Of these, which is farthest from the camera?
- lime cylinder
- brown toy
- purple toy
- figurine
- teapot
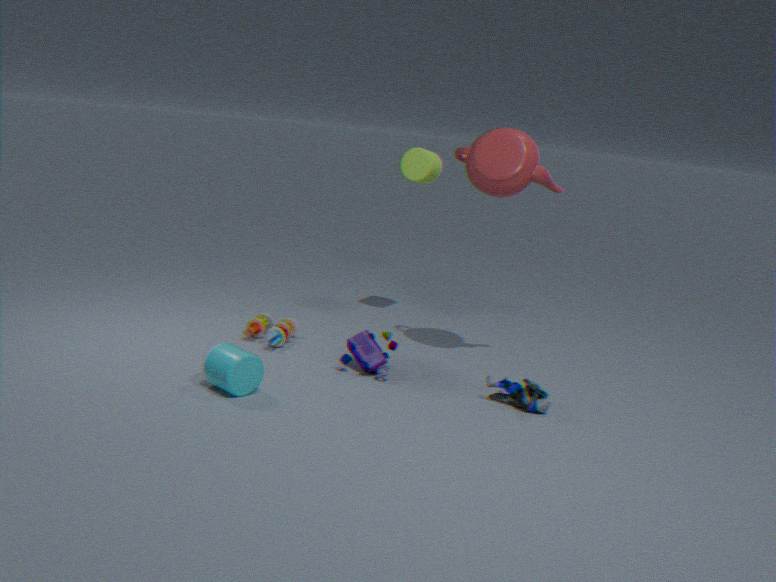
lime cylinder
